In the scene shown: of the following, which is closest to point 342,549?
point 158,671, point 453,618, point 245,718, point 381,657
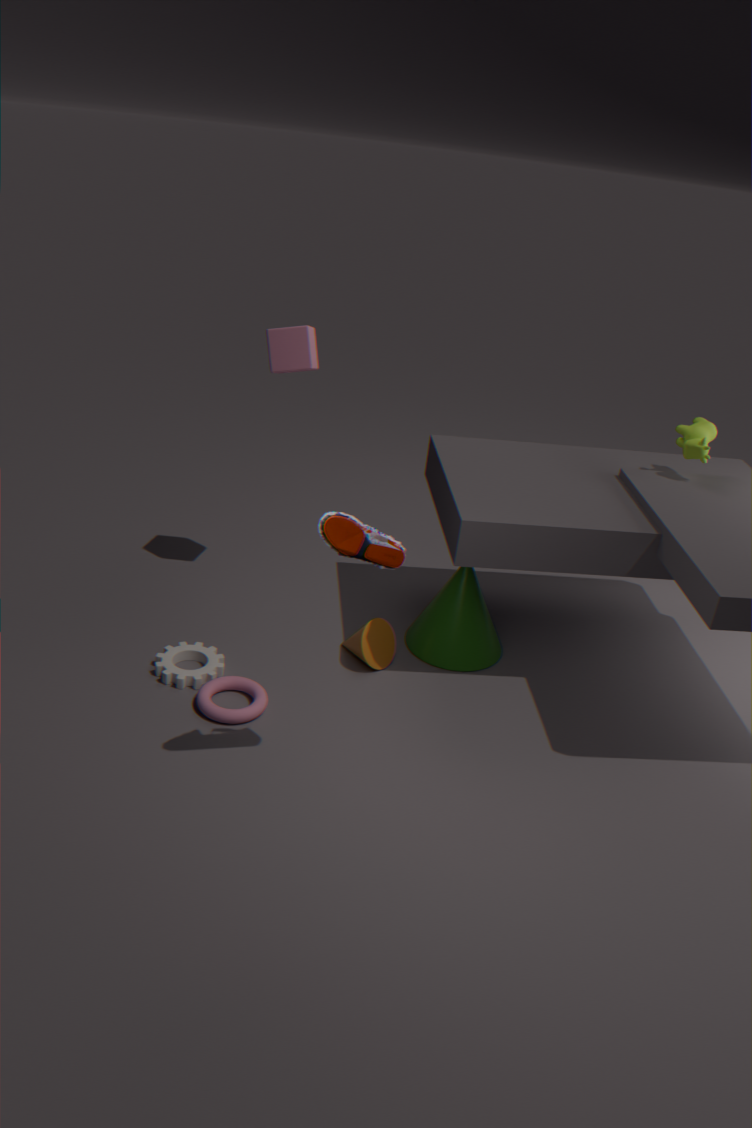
point 245,718
